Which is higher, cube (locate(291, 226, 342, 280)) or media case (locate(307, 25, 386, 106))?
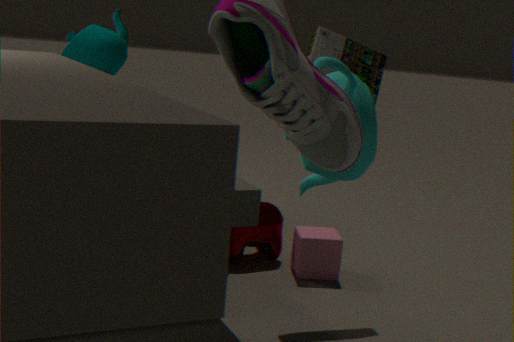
media case (locate(307, 25, 386, 106))
